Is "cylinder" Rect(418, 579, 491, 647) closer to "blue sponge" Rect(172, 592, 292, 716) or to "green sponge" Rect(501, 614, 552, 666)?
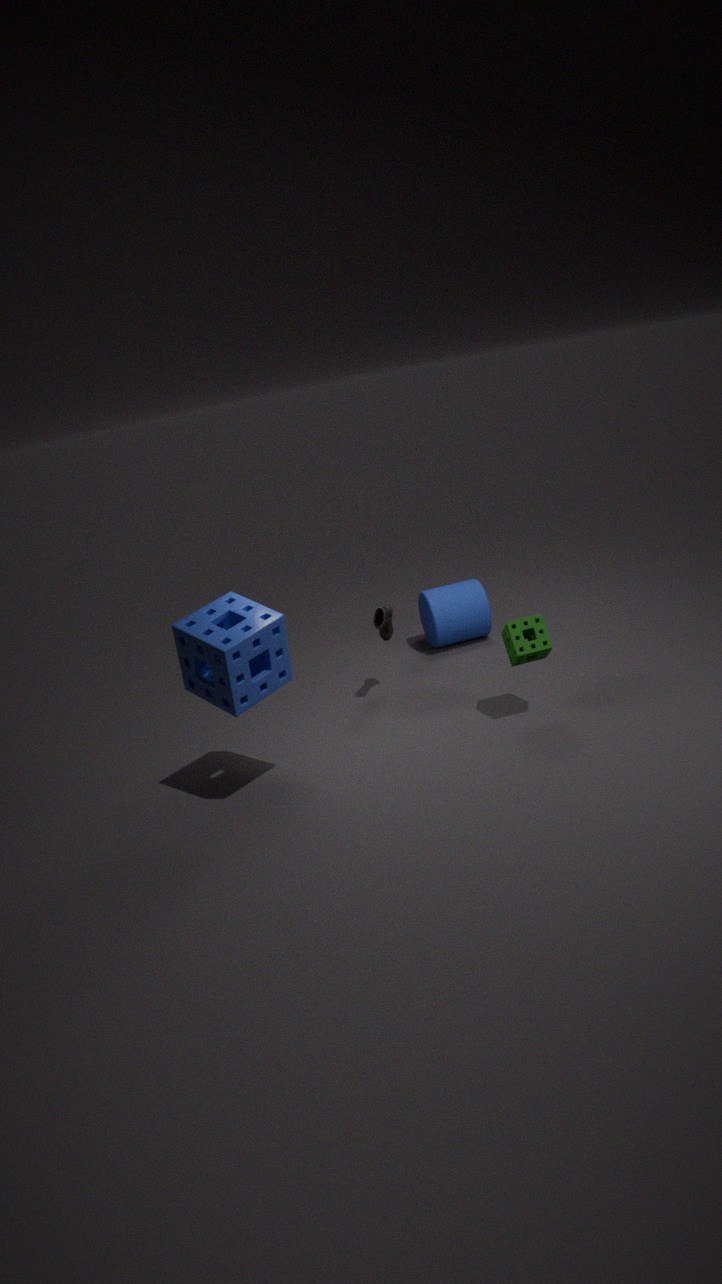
"green sponge" Rect(501, 614, 552, 666)
